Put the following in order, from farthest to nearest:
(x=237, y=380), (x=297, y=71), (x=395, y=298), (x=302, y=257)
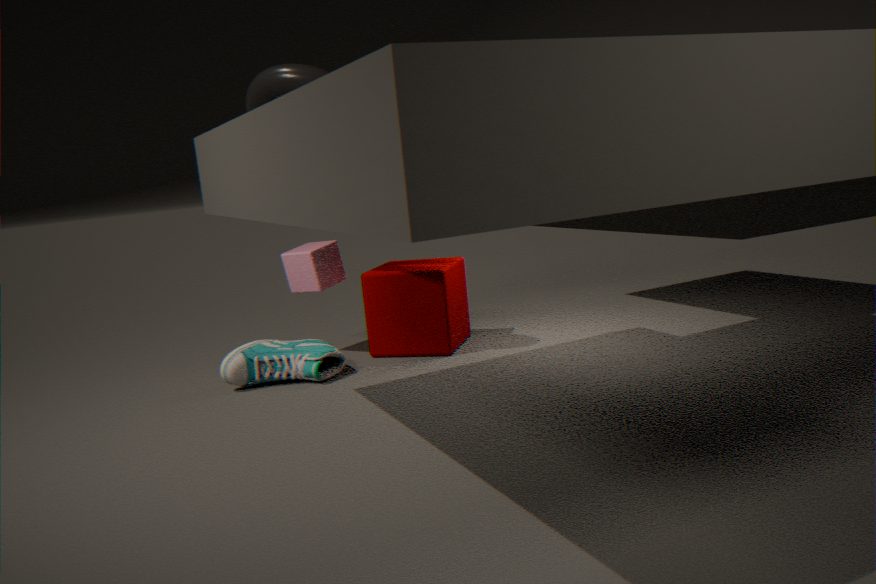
(x=302, y=257) < (x=395, y=298) < (x=237, y=380) < (x=297, y=71)
